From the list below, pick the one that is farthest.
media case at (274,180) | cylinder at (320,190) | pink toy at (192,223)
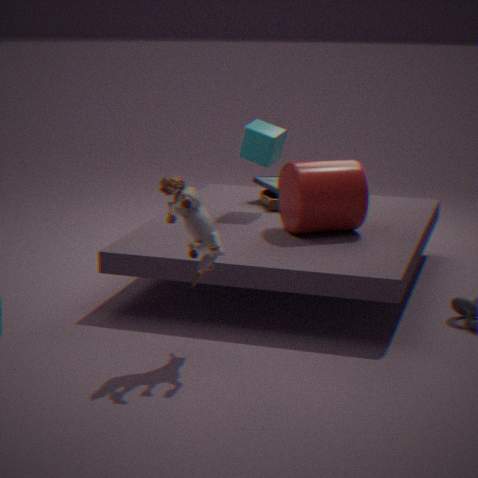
media case at (274,180)
